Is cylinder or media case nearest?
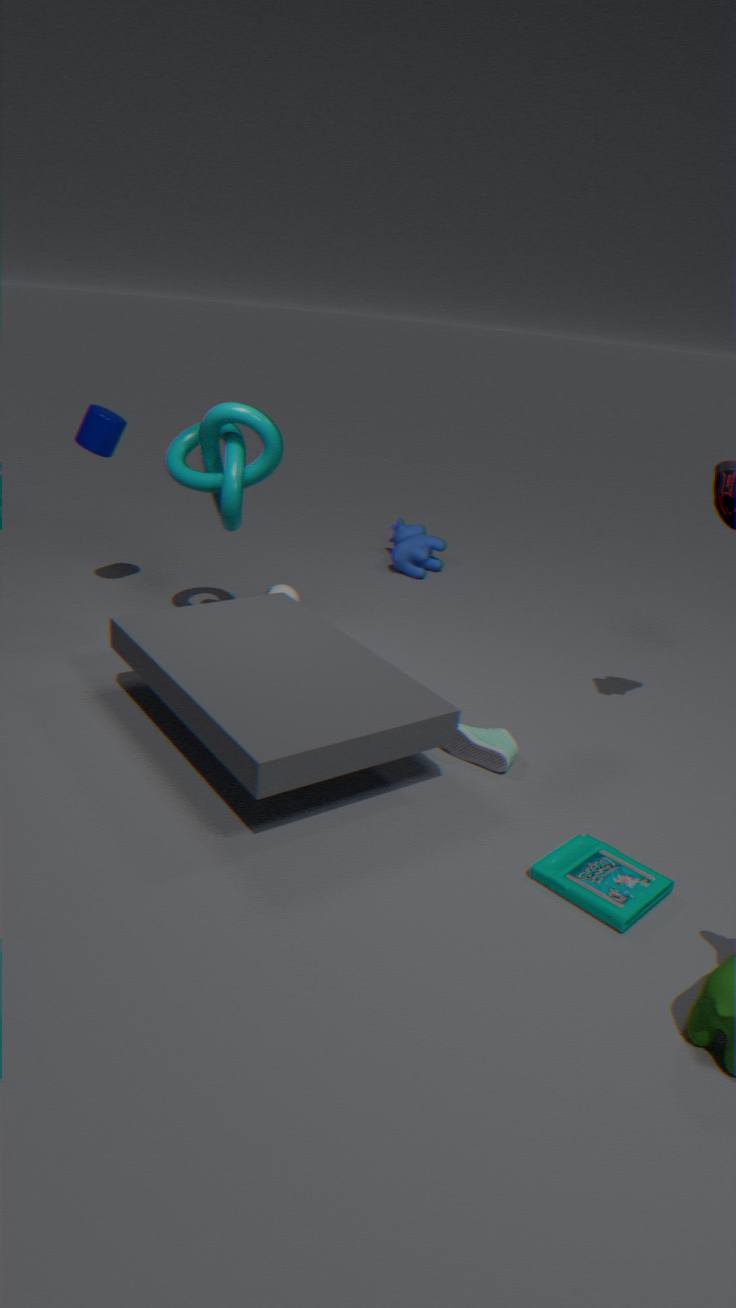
media case
